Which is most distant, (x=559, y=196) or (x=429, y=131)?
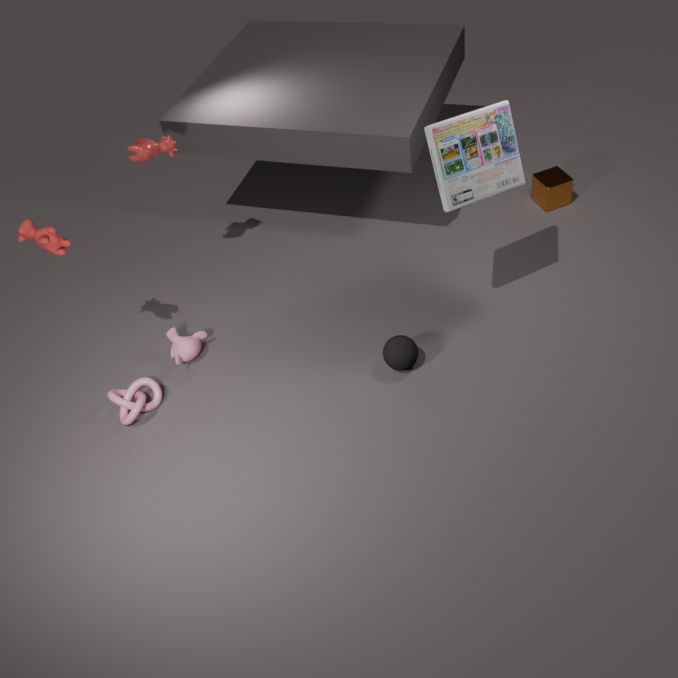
(x=559, y=196)
